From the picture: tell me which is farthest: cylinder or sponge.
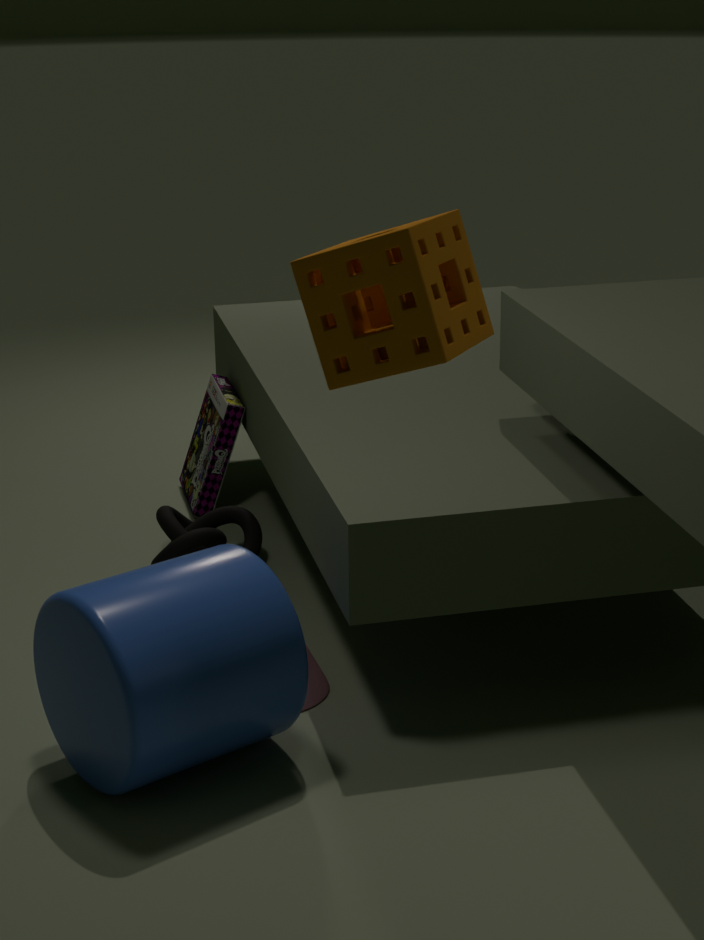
cylinder
